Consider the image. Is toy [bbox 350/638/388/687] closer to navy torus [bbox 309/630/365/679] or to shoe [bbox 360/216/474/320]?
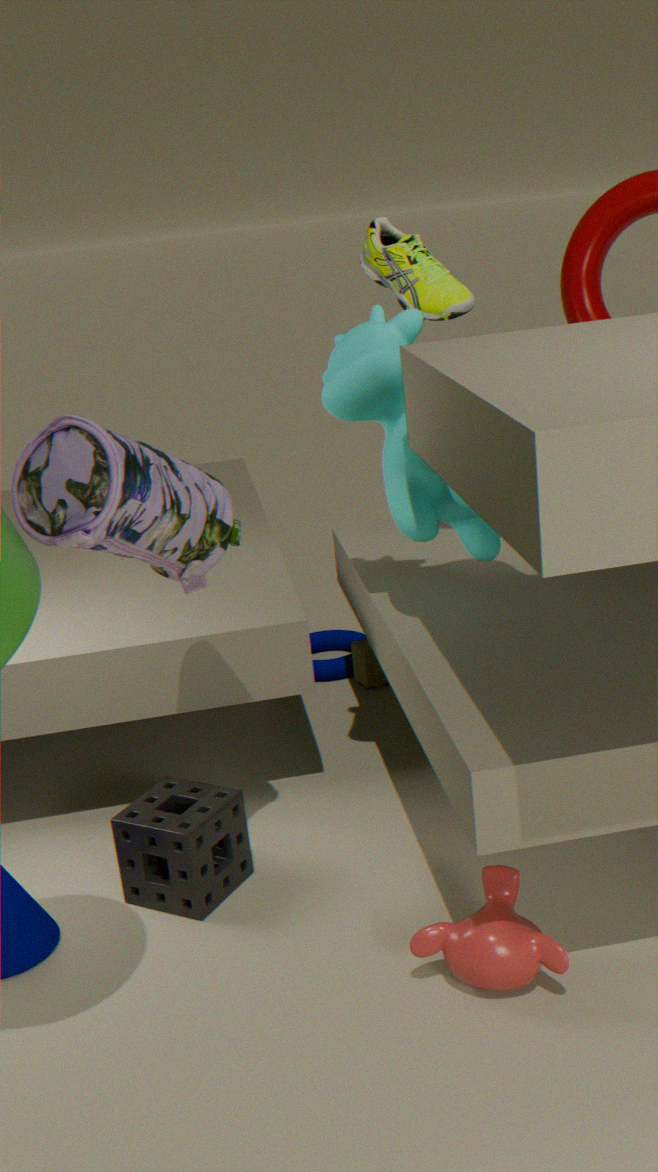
navy torus [bbox 309/630/365/679]
